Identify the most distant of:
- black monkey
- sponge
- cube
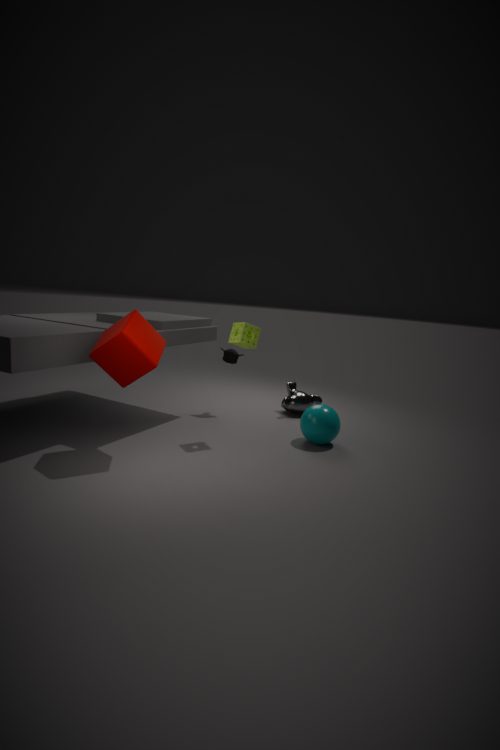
black monkey
